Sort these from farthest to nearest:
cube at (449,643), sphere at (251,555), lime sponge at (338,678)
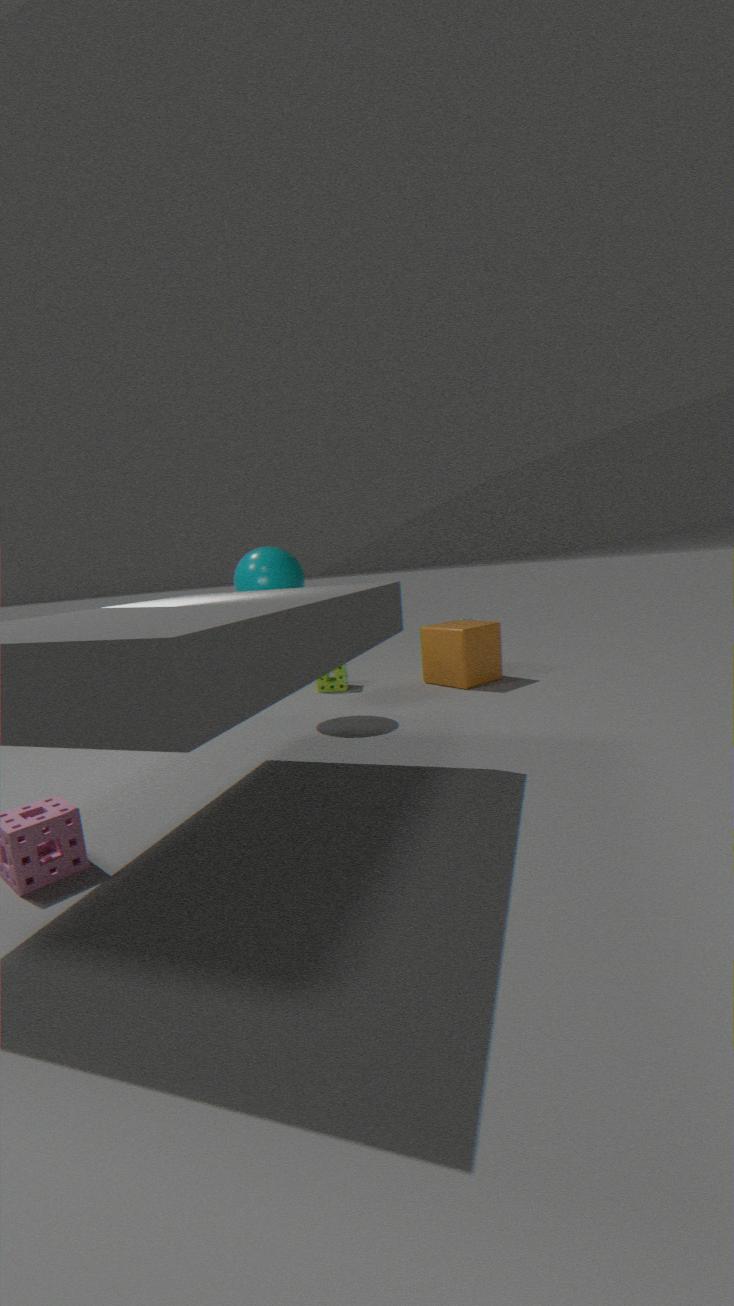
1. lime sponge at (338,678)
2. cube at (449,643)
3. sphere at (251,555)
